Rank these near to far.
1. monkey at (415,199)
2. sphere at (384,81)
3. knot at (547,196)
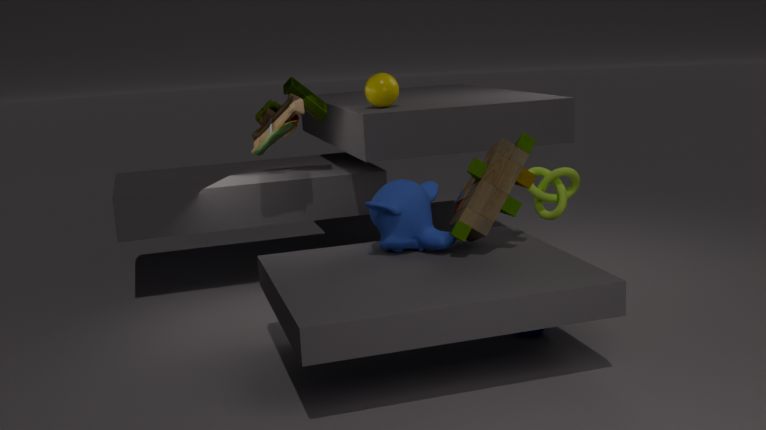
monkey at (415,199) → knot at (547,196) → sphere at (384,81)
